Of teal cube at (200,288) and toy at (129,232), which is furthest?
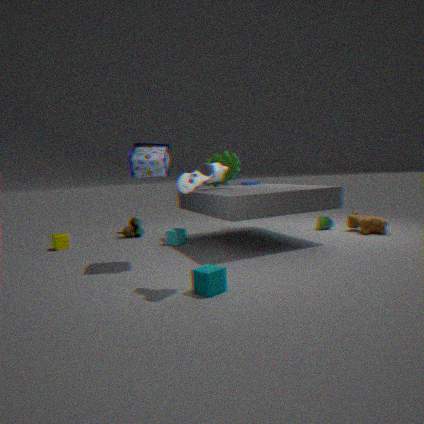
toy at (129,232)
